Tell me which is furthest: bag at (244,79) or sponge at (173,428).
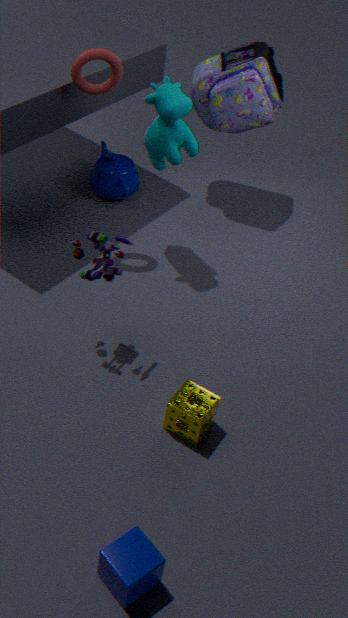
bag at (244,79)
